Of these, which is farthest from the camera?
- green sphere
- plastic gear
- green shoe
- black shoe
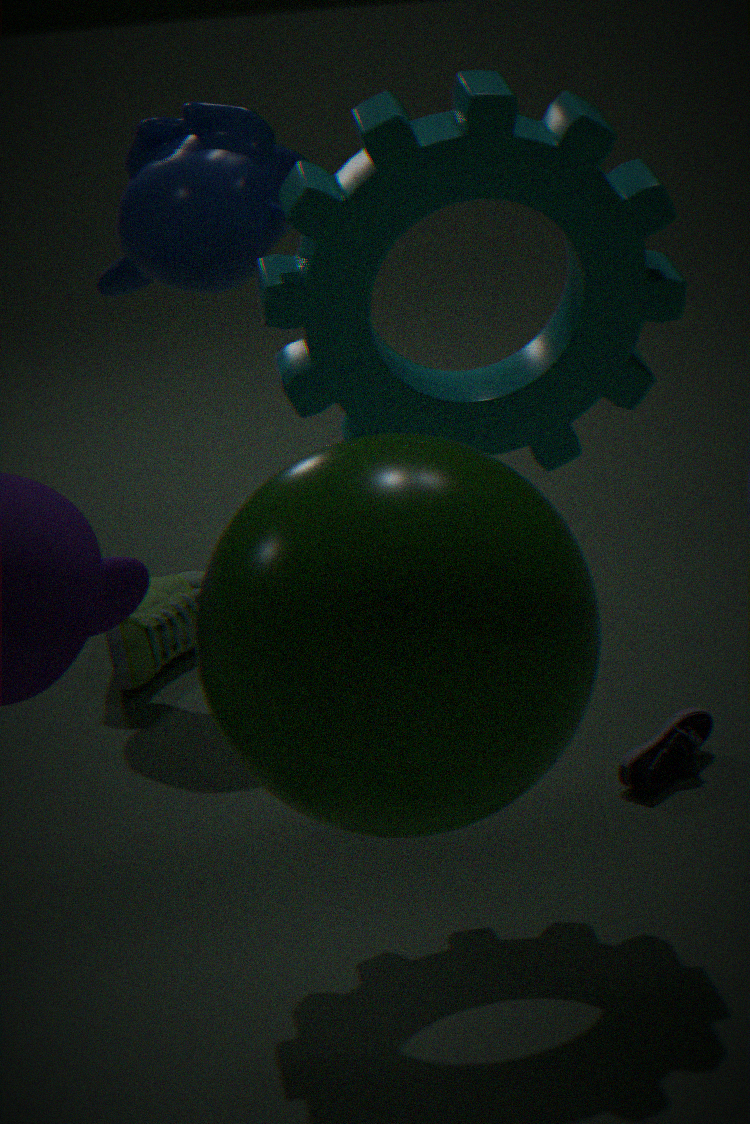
green shoe
